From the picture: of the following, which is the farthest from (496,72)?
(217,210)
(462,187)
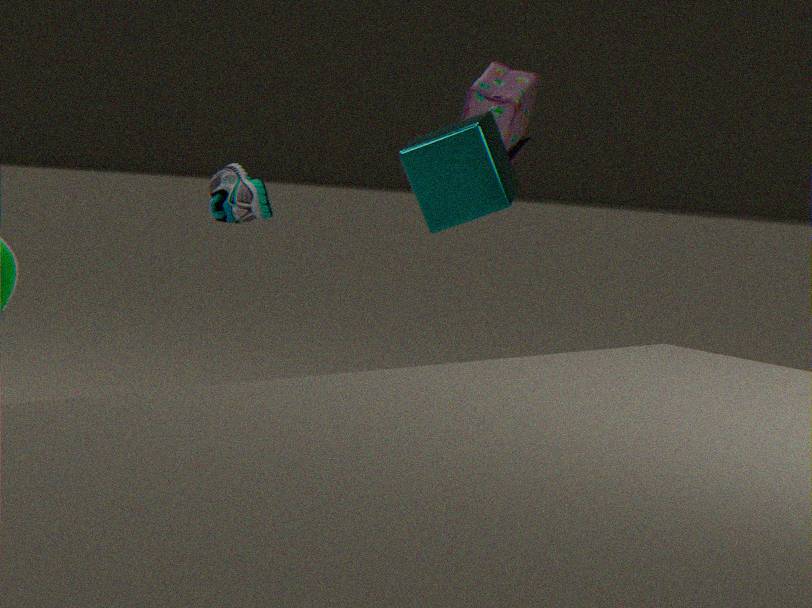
(217,210)
